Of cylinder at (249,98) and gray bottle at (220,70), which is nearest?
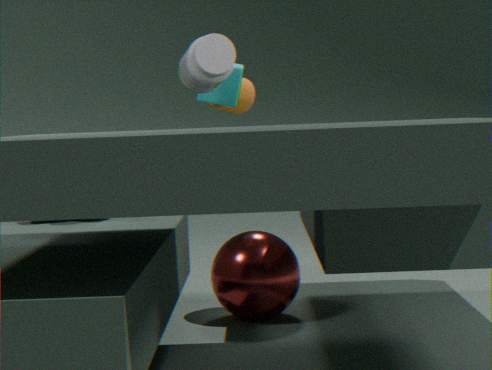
gray bottle at (220,70)
